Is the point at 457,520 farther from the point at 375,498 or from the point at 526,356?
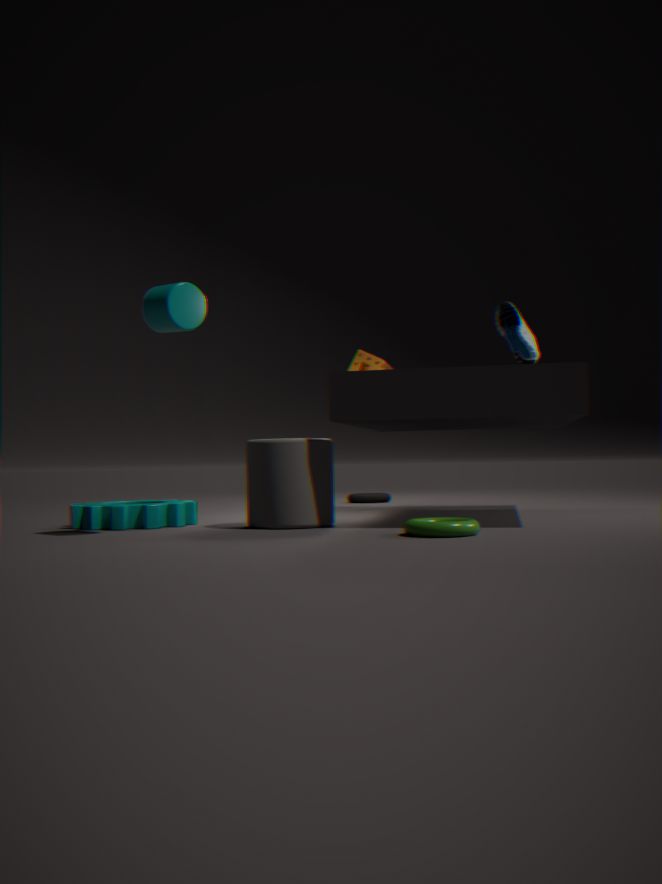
the point at 375,498
